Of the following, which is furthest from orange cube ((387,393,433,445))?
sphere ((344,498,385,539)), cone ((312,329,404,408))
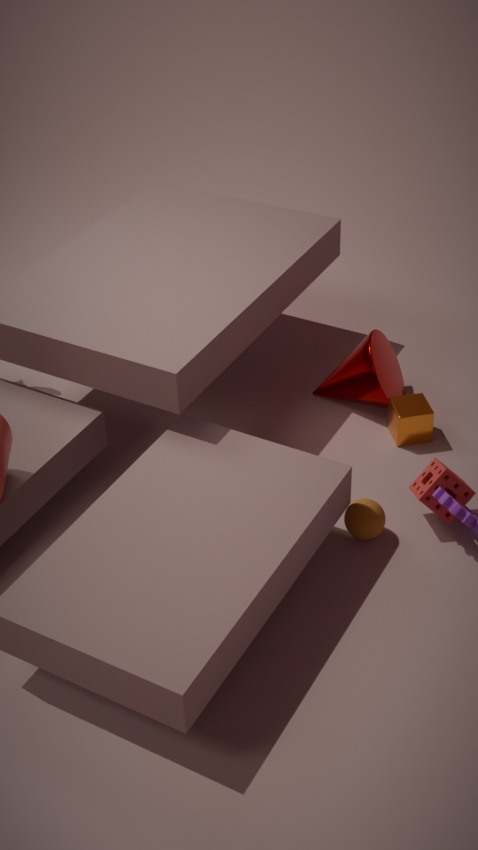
sphere ((344,498,385,539))
